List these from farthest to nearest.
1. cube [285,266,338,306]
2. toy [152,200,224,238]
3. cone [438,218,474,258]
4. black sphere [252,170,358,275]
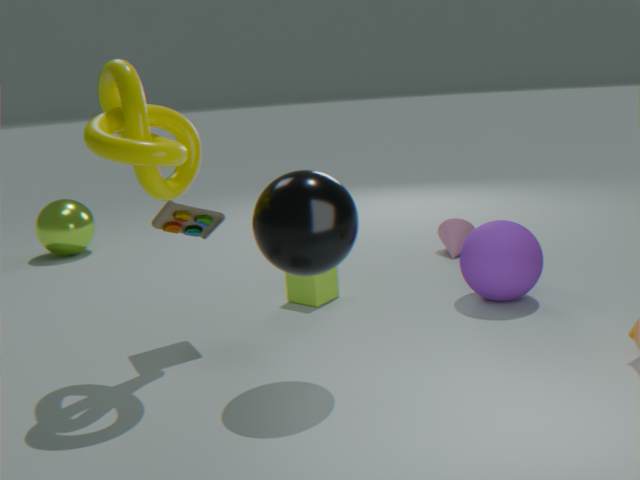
cone [438,218,474,258]
cube [285,266,338,306]
toy [152,200,224,238]
black sphere [252,170,358,275]
